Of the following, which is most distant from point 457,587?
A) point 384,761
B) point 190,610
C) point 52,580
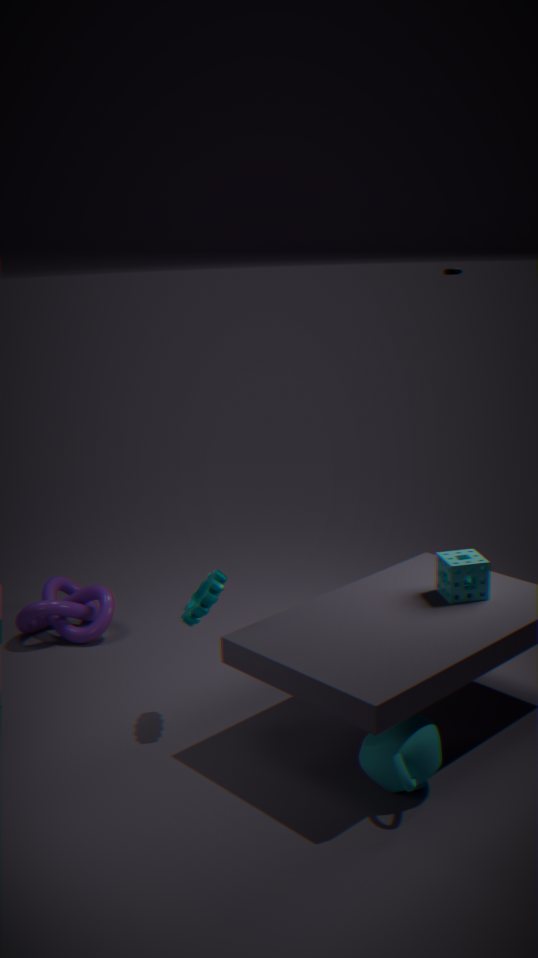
point 52,580
